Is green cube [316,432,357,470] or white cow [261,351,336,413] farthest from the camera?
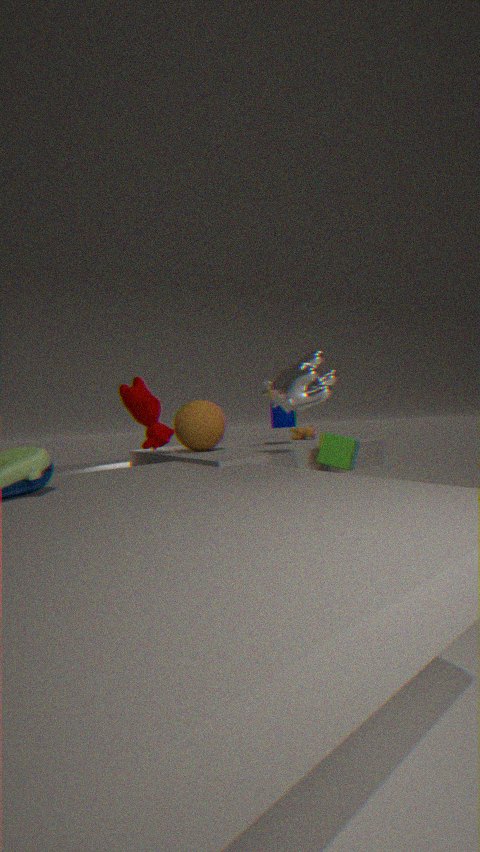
green cube [316,432,357,470]
